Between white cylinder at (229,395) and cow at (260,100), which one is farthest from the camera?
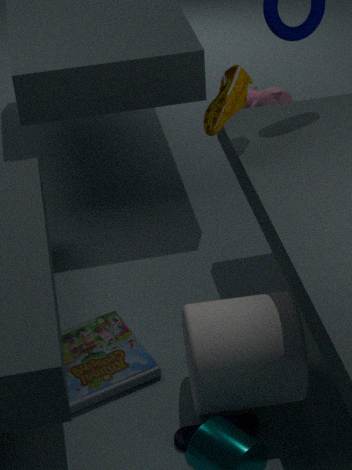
cow at (260,100)
